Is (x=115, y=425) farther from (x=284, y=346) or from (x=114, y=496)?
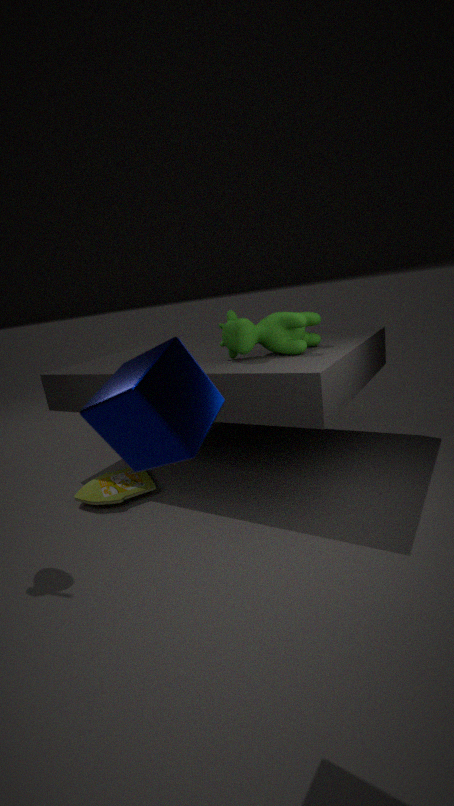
(x=114, y=496)
